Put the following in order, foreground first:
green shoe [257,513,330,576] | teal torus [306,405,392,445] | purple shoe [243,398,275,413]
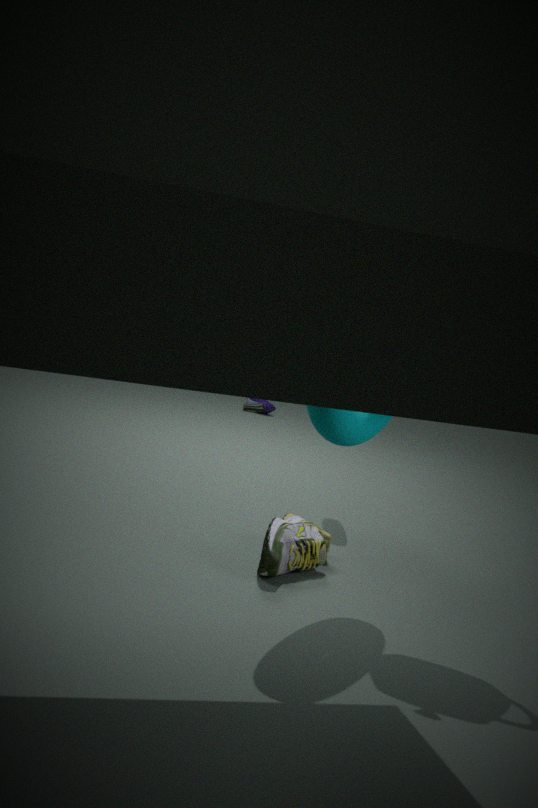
teal torus [306,405,392,445] → green shoe [257,513,330,576] → purple shoe [243,398,275,413]
